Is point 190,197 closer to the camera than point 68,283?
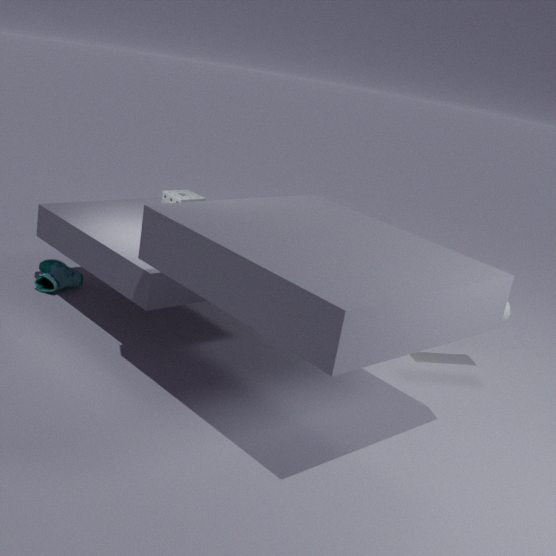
Yes
